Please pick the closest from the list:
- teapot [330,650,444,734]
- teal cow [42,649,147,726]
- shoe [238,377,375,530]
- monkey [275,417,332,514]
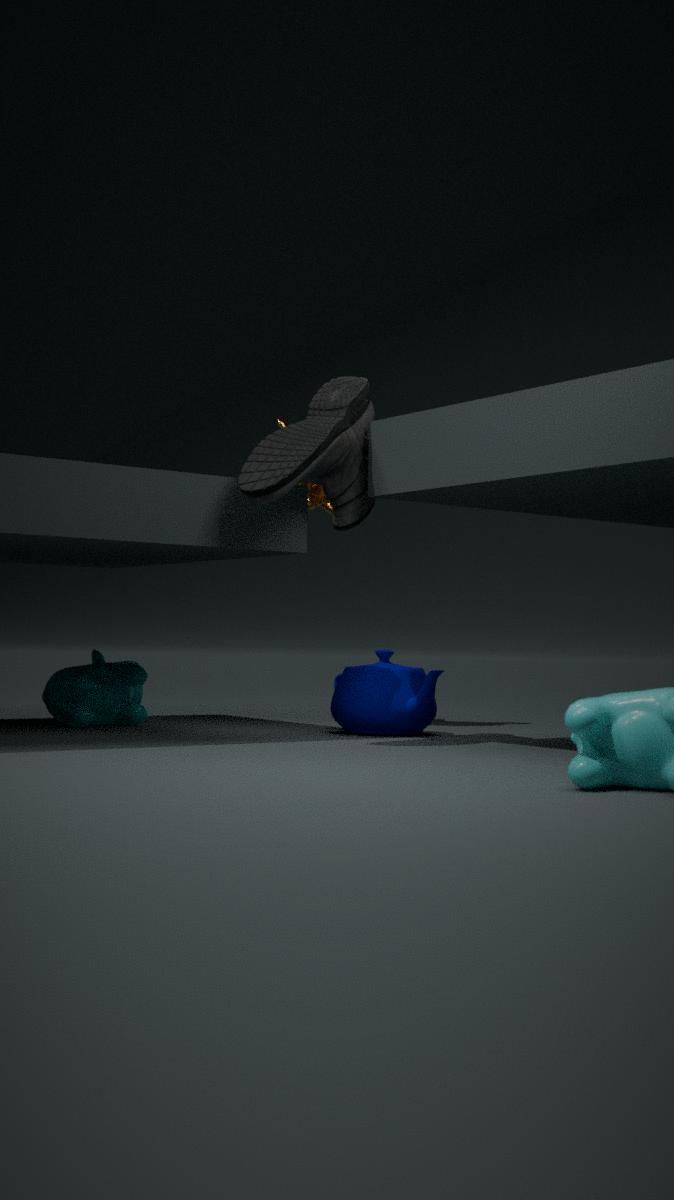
shoe [238,377,375,530]
